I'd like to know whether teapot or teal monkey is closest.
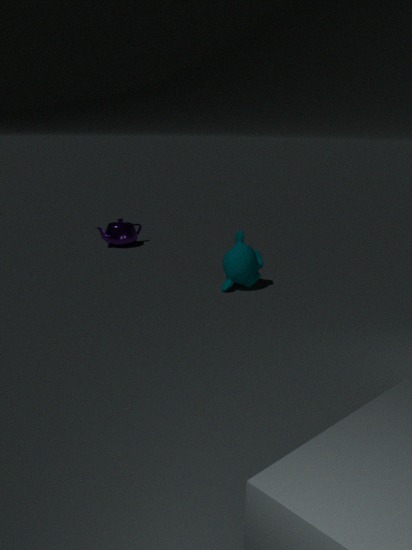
teal monkey
